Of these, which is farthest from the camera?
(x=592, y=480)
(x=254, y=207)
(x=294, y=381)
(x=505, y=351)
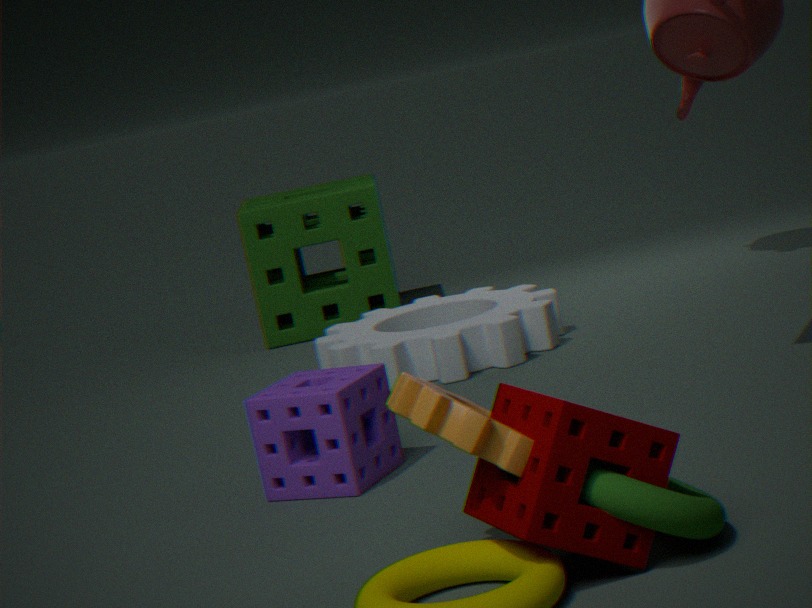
(x=254, y=207)
